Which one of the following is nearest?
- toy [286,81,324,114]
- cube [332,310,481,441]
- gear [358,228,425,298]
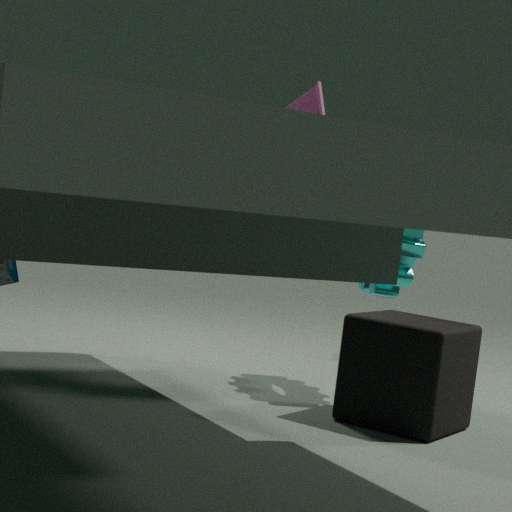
cube [332,310,481,441]
